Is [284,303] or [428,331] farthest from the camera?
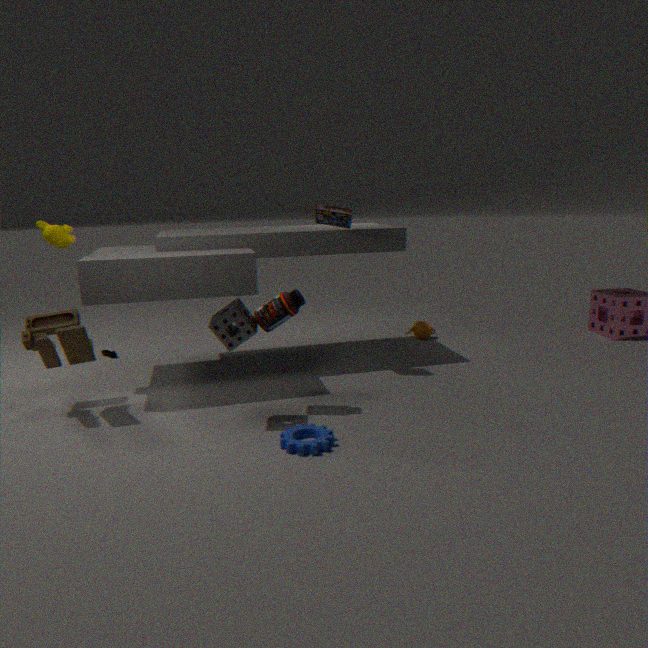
[428,331]
